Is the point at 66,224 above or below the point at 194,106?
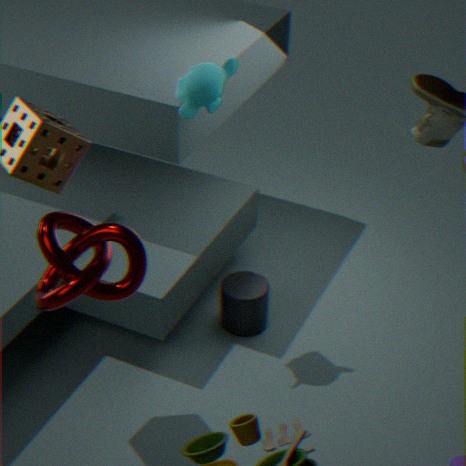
above
